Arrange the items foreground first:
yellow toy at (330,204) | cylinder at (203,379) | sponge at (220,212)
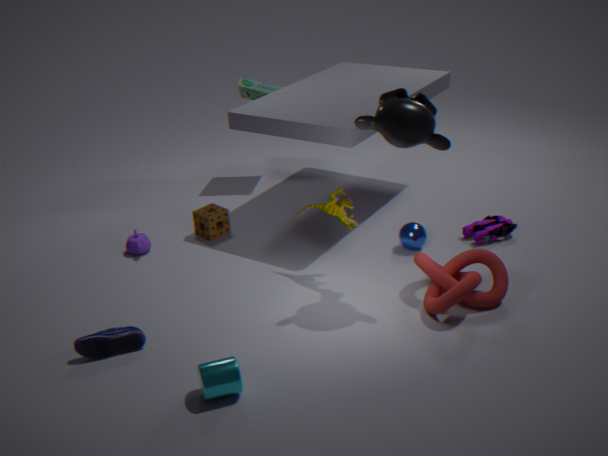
1. cylinder at (203,379)
2. yellow toy at (330,204)
3. sponge at (220,212)
